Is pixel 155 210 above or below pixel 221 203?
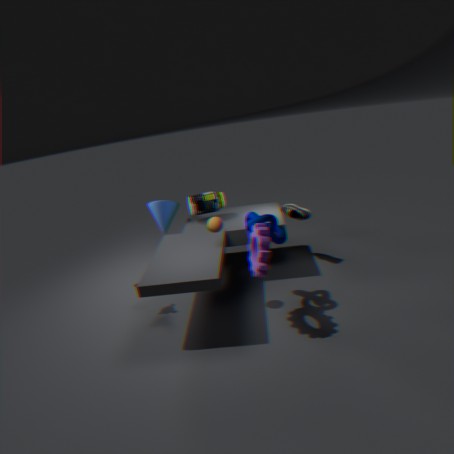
below
